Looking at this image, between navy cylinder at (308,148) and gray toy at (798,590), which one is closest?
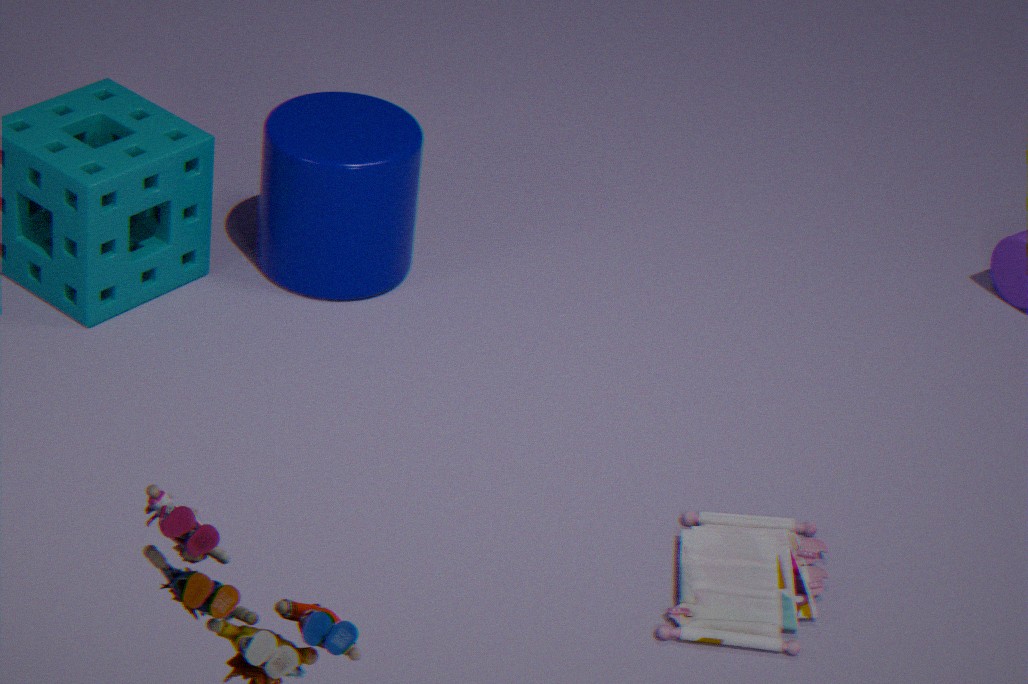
gray toy at (798,590)
